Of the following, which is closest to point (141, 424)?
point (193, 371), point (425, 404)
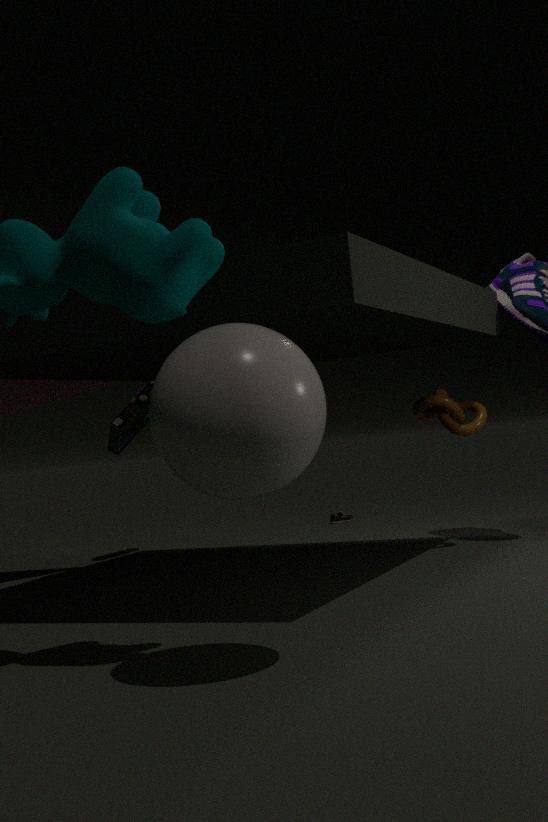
point (425, 404)
